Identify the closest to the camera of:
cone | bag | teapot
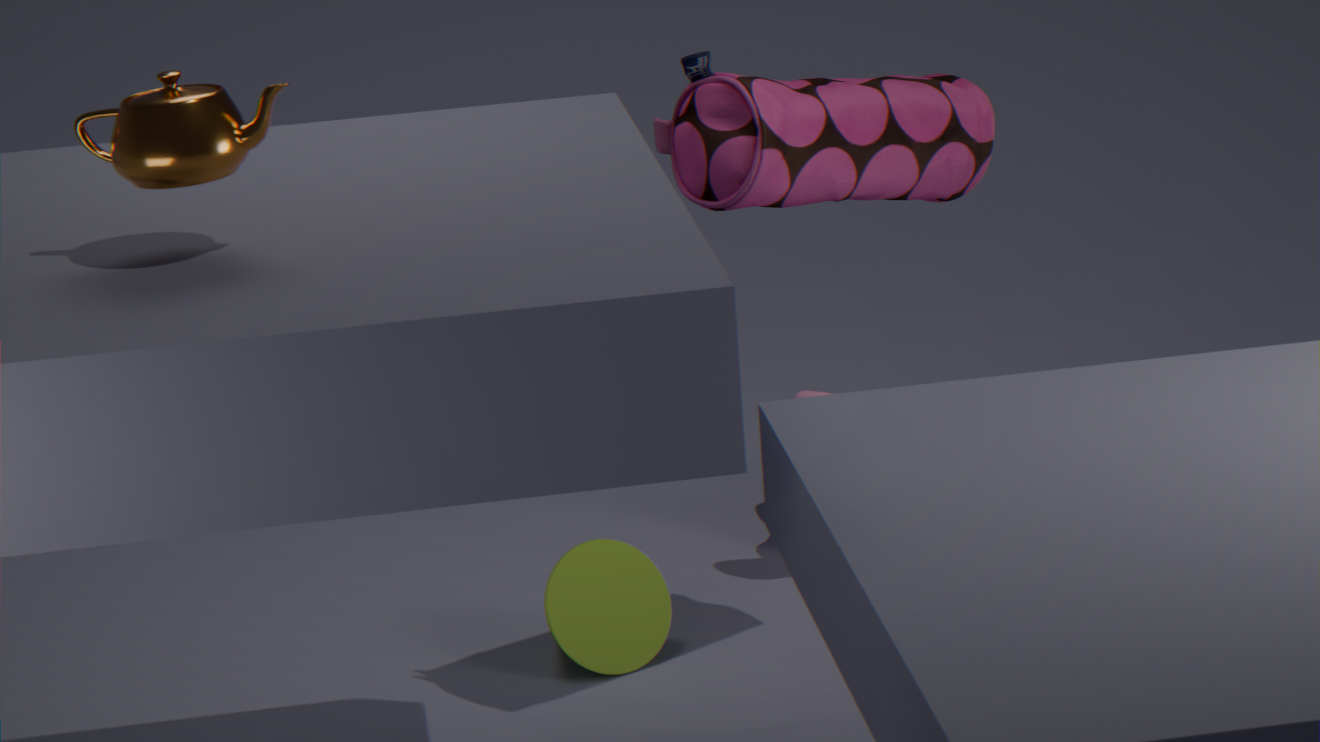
teapot
